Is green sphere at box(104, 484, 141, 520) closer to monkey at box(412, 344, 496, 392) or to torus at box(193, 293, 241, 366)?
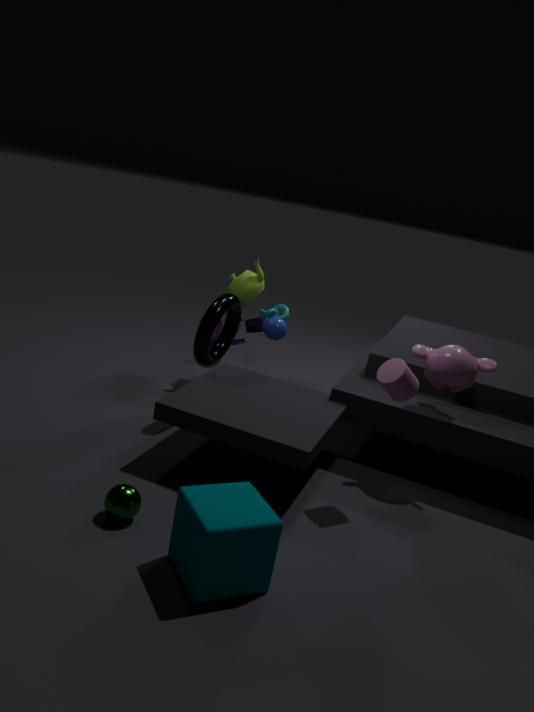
torus at box(193, 293, 241, 366)
